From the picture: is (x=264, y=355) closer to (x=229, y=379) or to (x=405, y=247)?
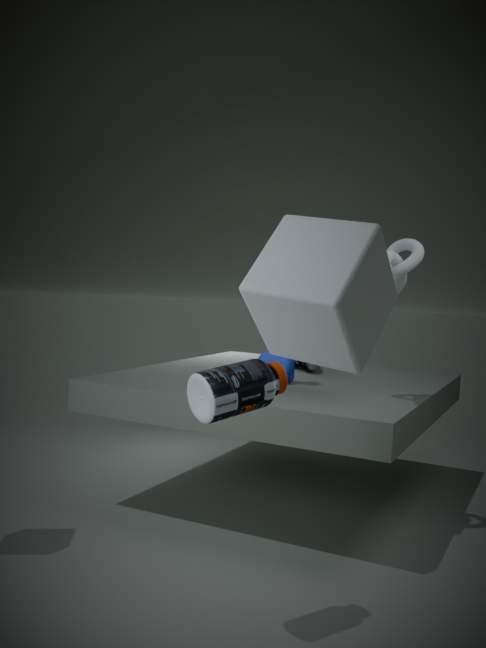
(x=405, y=247)
